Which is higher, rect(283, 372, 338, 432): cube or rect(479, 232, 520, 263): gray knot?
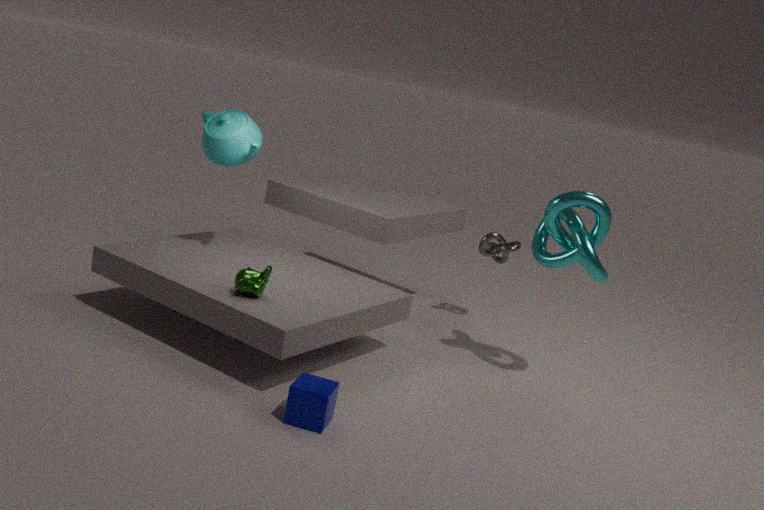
rect(479, 232, 520, 263): gray knot
